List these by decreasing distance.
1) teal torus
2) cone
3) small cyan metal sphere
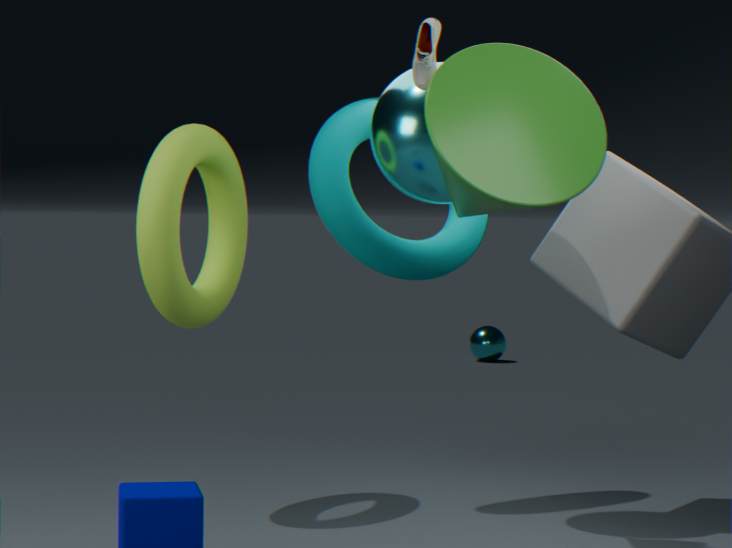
3. small cyan metal sphere, 1. teal torus, 2. cone
